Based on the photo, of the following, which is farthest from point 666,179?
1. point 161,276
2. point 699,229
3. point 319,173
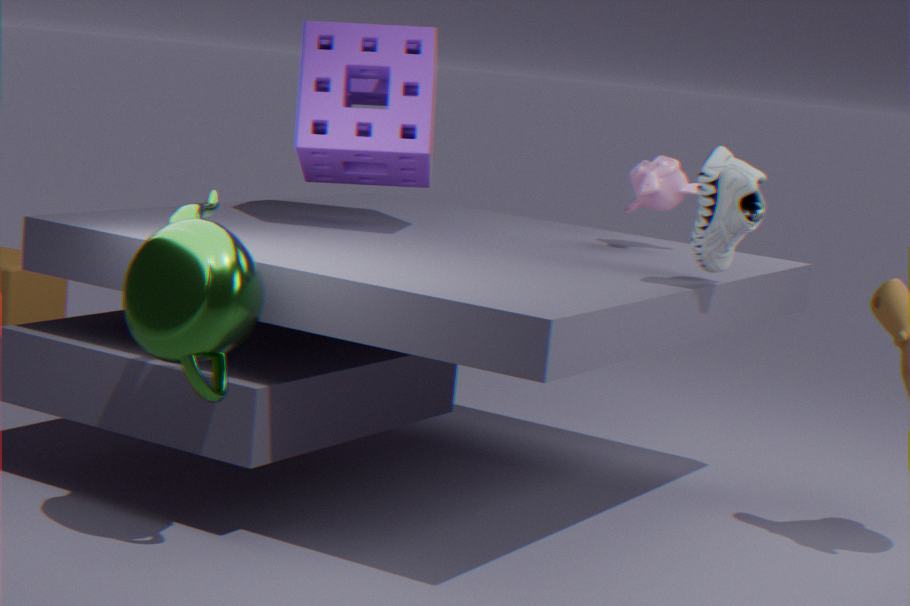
point 161,276
